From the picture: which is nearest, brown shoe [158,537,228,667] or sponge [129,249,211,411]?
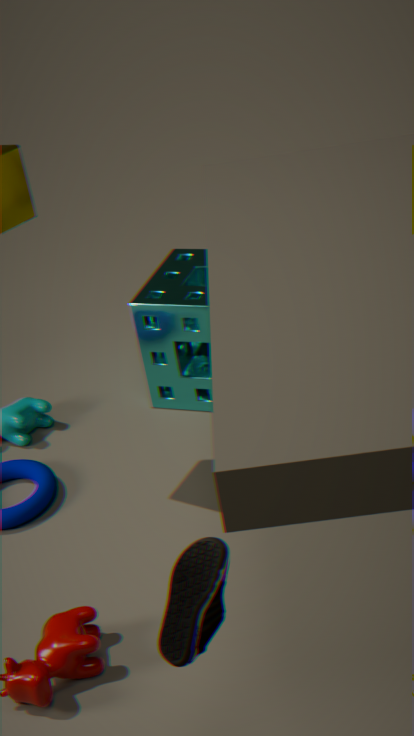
brown shoe [158,537,228,667]
